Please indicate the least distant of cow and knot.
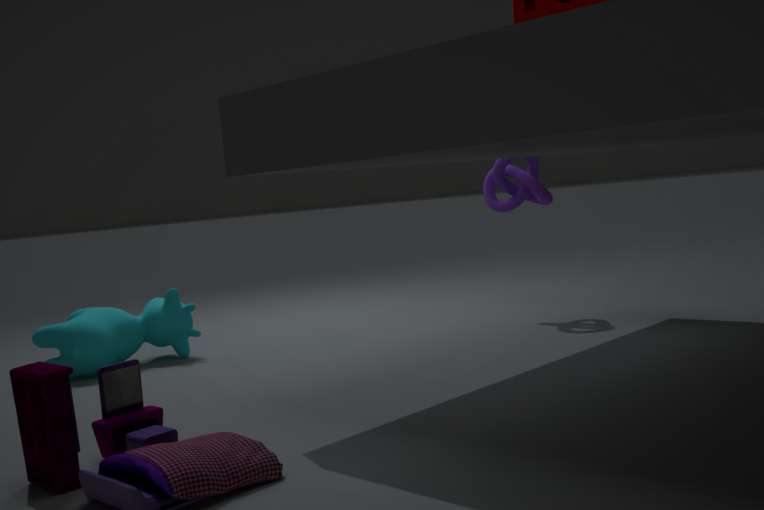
→ cow
